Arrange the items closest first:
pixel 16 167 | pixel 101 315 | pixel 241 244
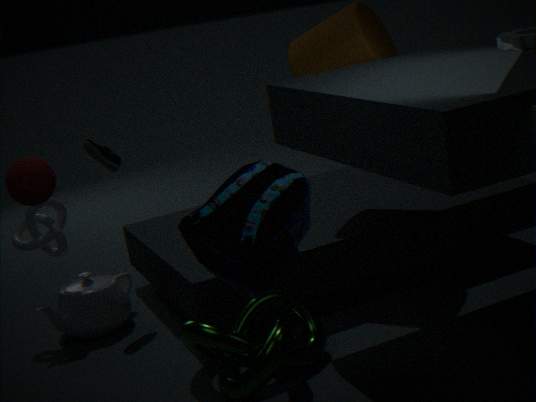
pixel 241 244 < pixel 16 167 < pixel 101 315
